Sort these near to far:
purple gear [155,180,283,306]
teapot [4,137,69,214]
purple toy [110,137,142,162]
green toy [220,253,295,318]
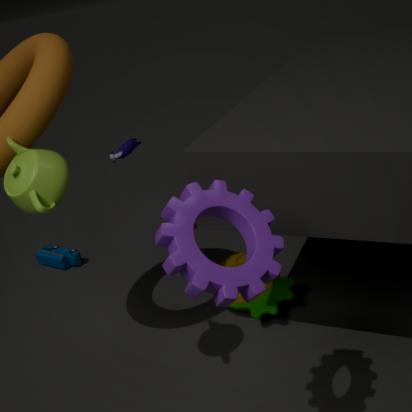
purple gear [155,180,283,306], teapot [4,137,69,214], green toy [220,253,295,318], purple toy [110,137,142,162]
